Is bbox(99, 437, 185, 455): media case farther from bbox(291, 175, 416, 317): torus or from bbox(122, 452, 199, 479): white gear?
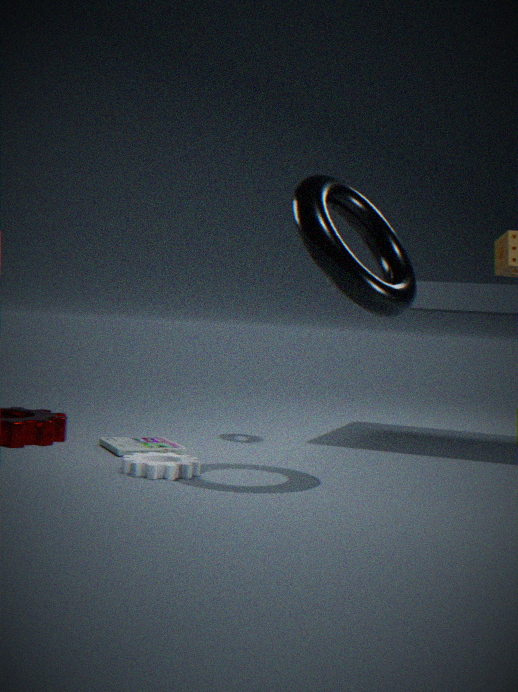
bbox(291, 175, 416, 317): torus
